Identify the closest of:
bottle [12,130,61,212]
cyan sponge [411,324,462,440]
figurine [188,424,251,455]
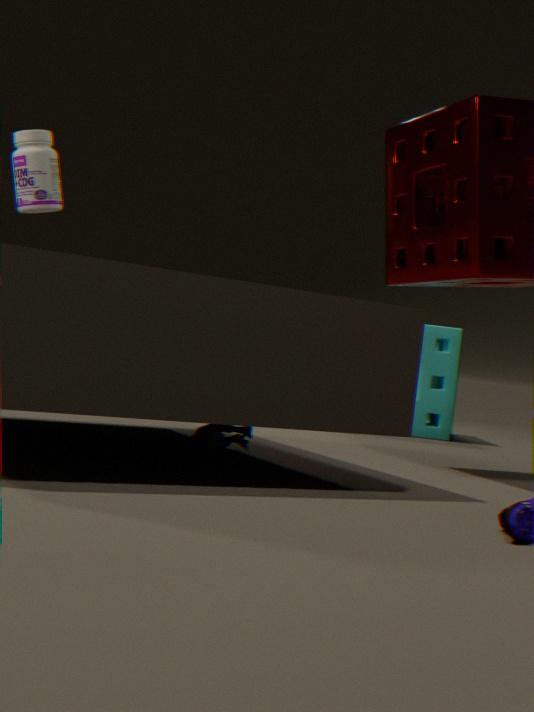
figurine [188,424,251,455]
